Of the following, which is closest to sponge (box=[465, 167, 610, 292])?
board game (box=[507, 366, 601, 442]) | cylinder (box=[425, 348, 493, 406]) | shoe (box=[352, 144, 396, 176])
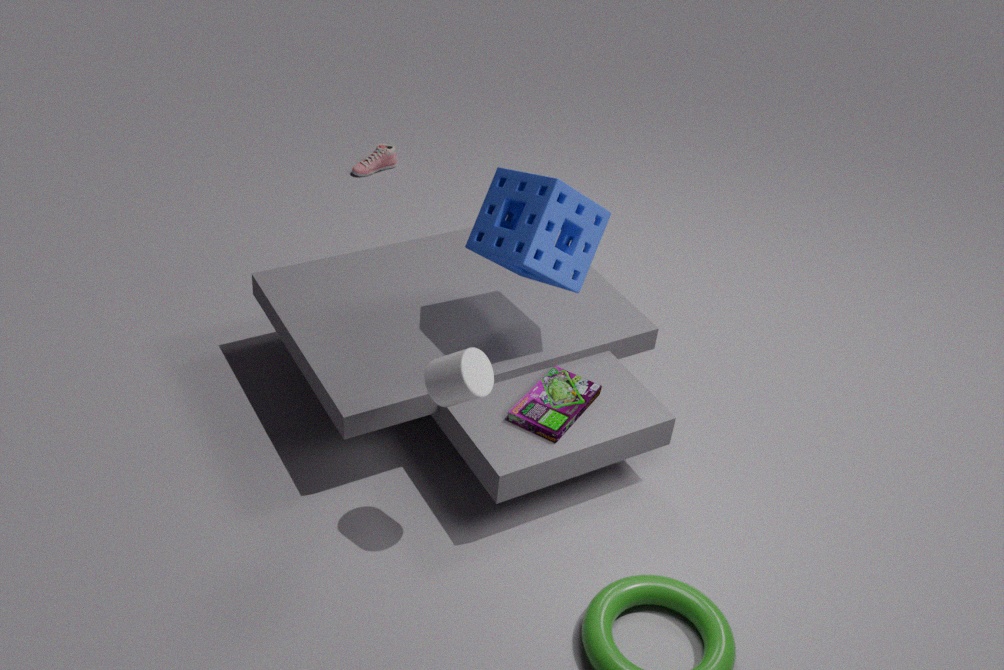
board game (box=[507, 366, 601, 442])
